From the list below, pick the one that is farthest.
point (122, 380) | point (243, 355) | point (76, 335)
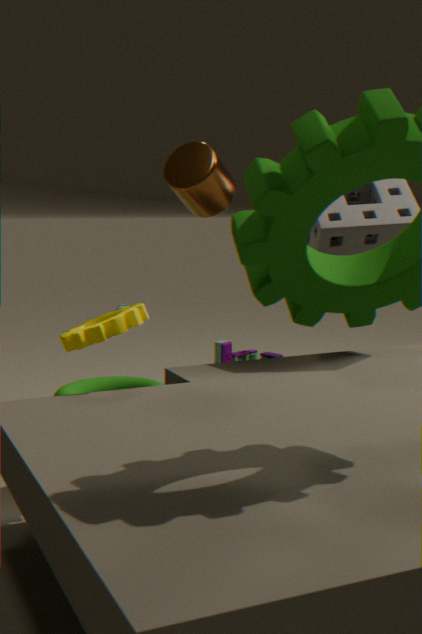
point (243, 355)
